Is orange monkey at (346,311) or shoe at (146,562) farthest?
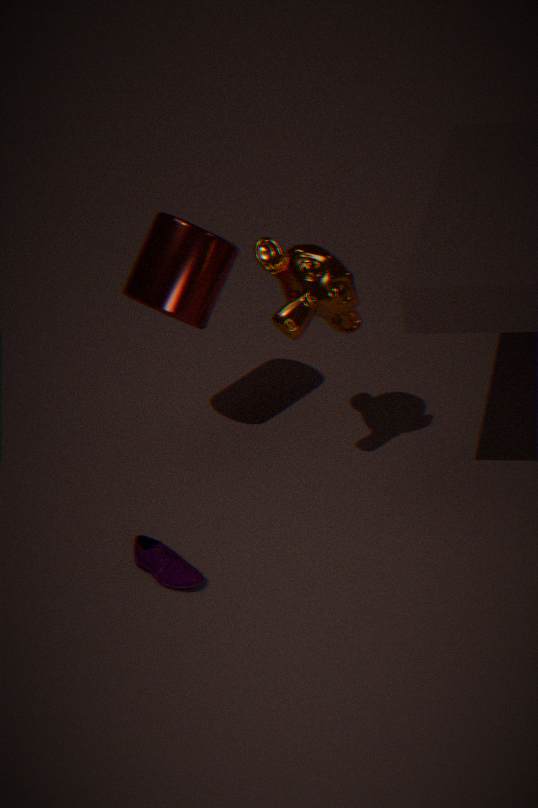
shoe at (146,562)
